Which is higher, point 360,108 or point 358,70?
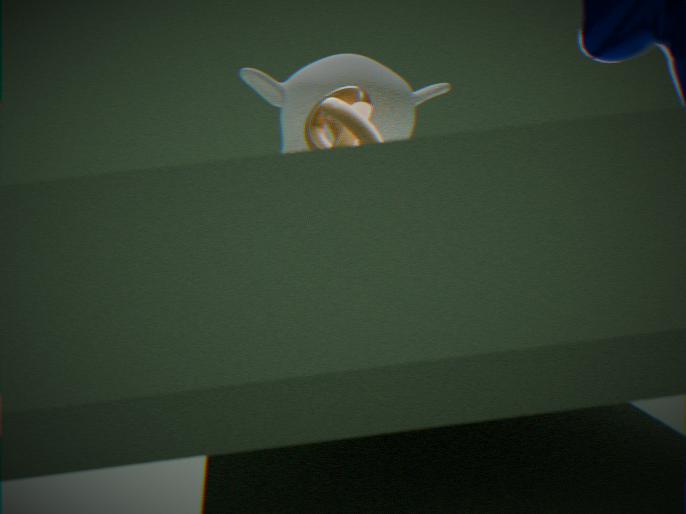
point 358,70
